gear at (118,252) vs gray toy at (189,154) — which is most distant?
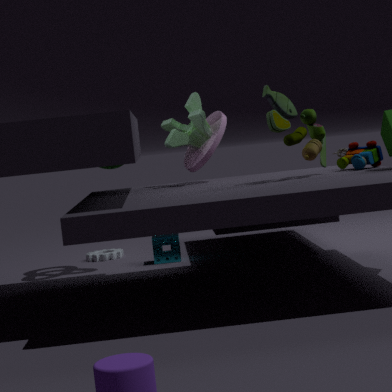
gear at (118,252)
